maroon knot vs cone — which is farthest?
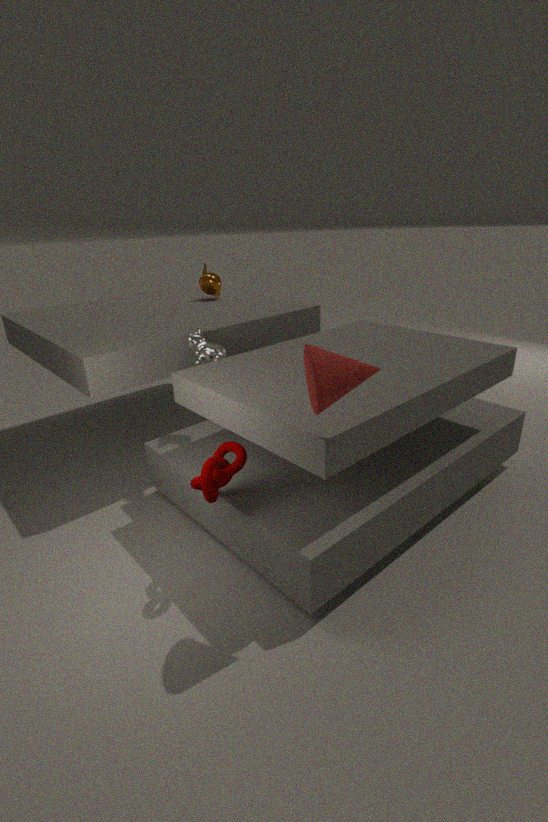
maroon knot
